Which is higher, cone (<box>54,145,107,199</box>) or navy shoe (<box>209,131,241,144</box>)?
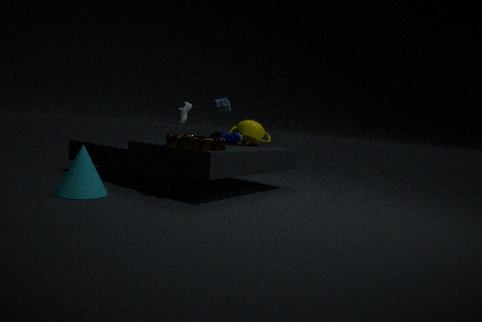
navy shoe (<box>209,131,241,144</box>)
